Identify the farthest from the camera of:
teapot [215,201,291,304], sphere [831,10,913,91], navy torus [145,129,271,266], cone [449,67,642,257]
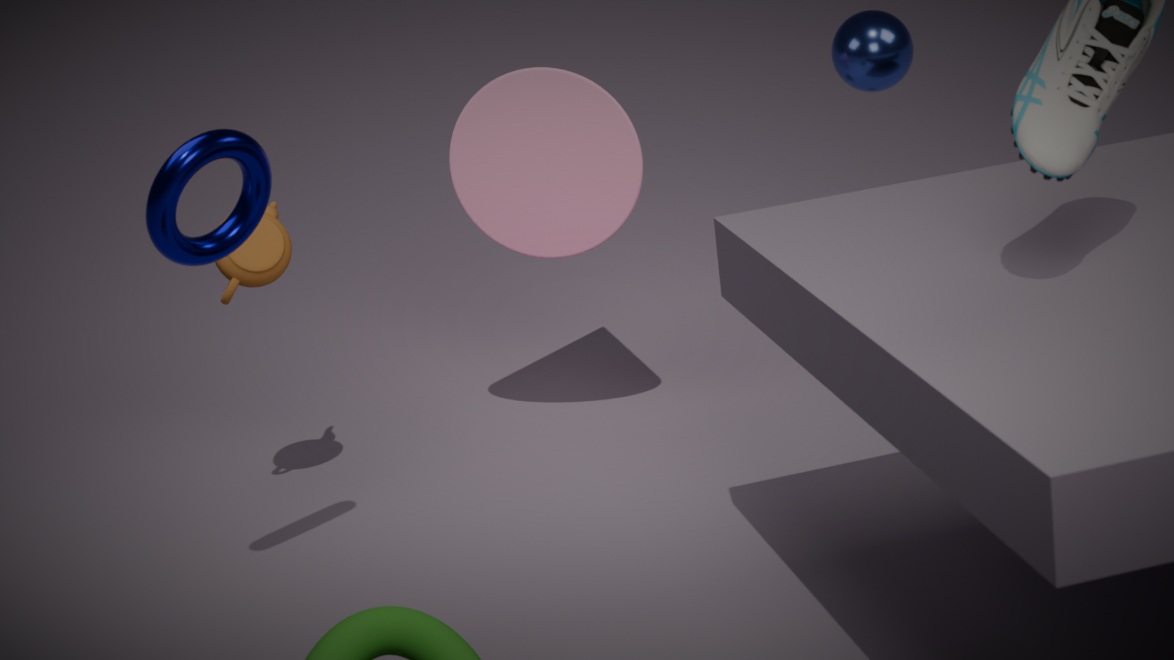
cone [449,67,642,257]
